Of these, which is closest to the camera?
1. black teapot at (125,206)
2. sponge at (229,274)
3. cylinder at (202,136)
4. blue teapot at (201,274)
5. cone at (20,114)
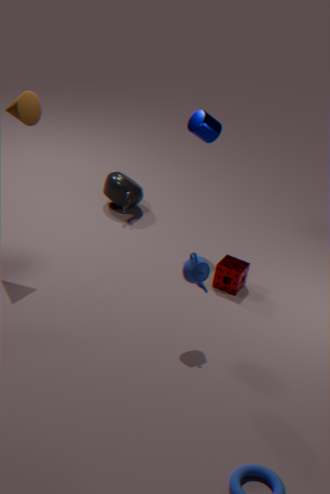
blue teapot at (201,274)
